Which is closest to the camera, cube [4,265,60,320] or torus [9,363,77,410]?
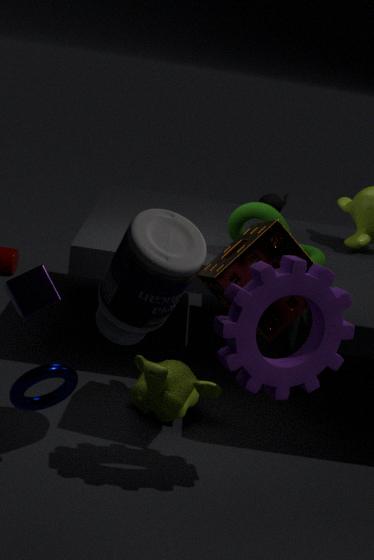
torus [9,363,77,410]
